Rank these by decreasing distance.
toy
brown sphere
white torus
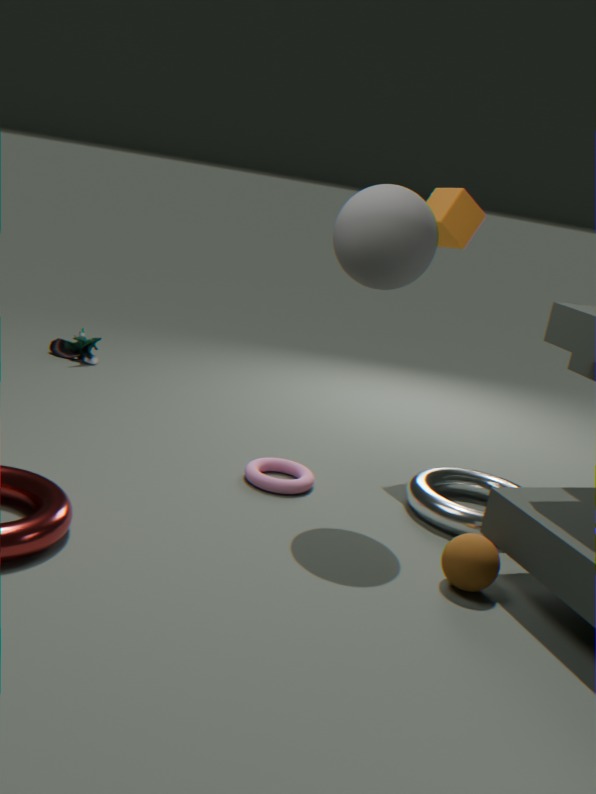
toy, white torus, brown sphere
